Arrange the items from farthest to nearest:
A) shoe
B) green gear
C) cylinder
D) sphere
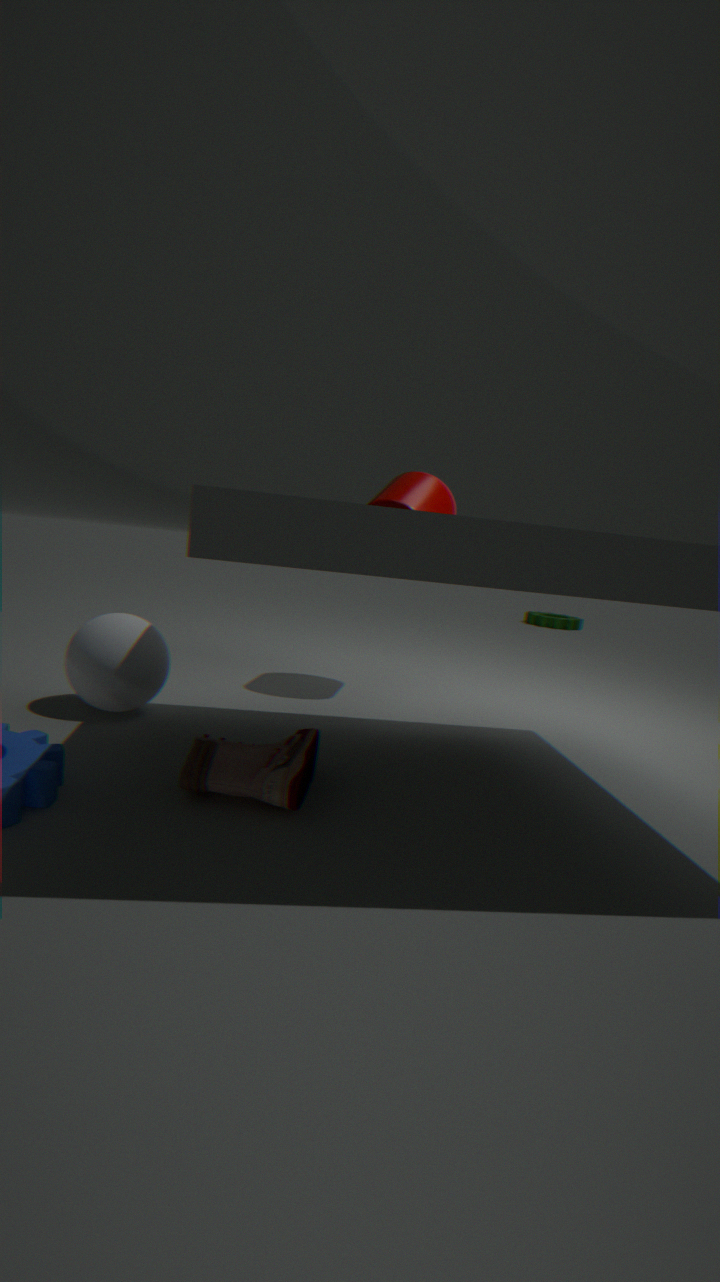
1. green gear
2. cylinder
3. sphere
4. shoe
